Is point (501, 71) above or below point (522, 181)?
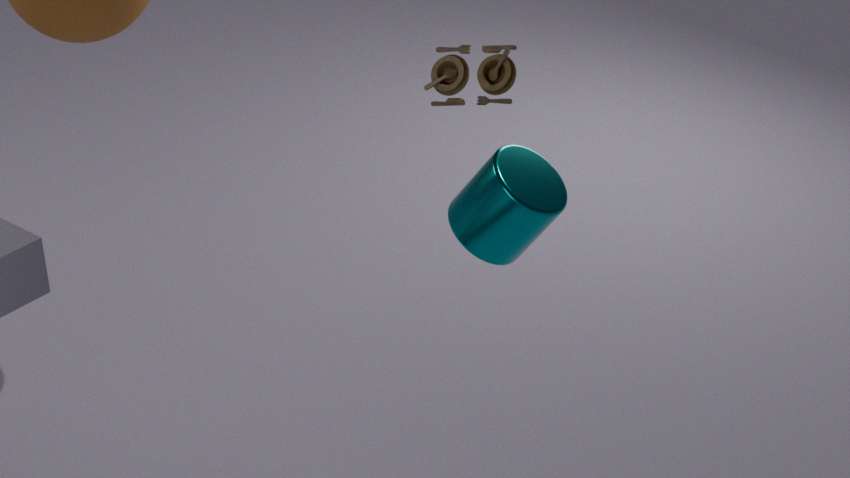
above
